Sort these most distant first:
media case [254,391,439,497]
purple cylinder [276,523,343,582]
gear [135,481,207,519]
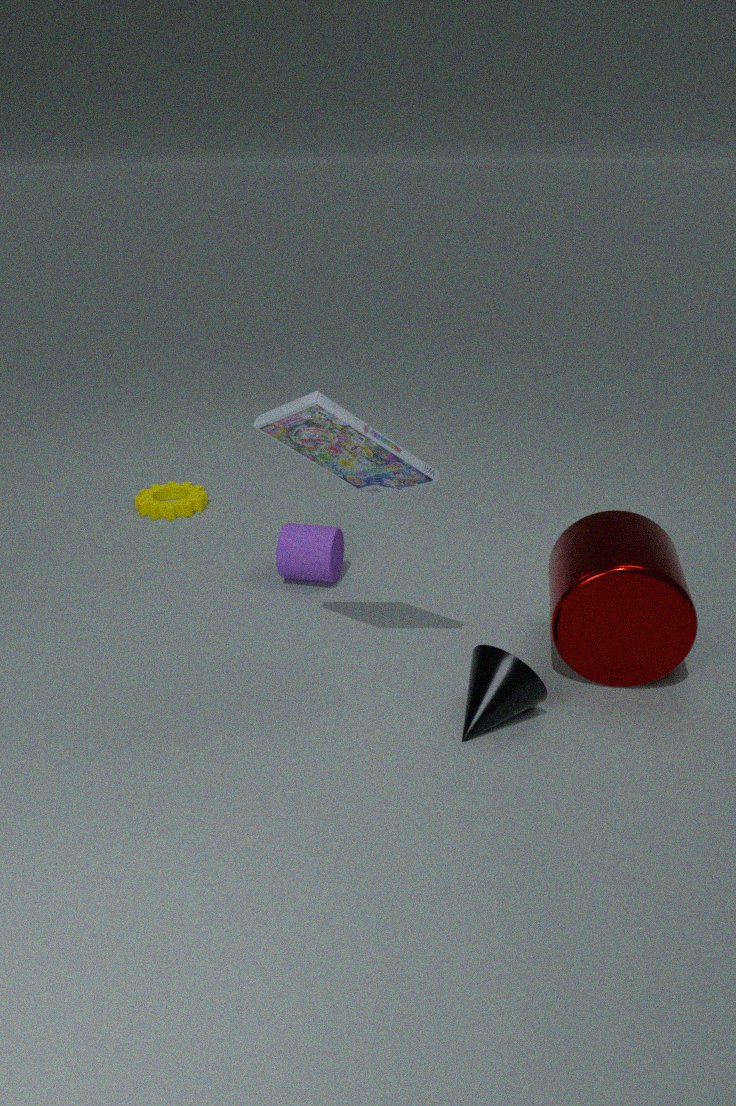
gear [135,481,207,519] → purple cylinder [276,523,343,582] → media case [254,391,439,497]
